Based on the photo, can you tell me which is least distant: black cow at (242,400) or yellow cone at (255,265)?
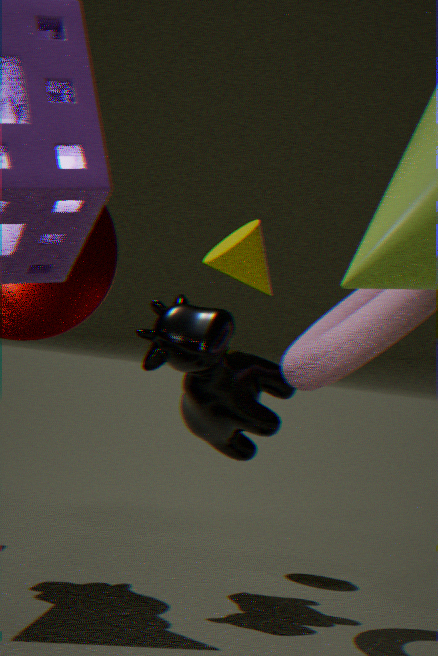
black cow at (242,400)
